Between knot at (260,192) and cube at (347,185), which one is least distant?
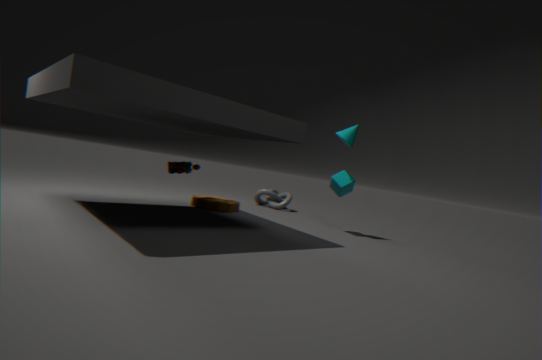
cube at (347,185)
